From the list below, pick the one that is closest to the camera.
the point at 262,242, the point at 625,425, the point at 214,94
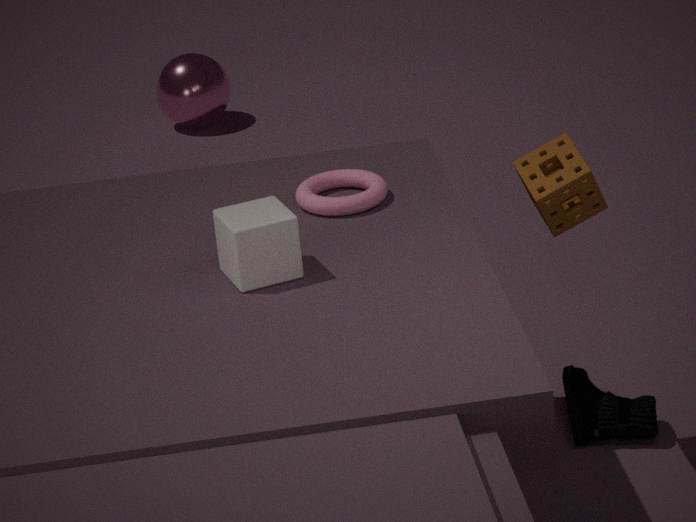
the point at 262,242
